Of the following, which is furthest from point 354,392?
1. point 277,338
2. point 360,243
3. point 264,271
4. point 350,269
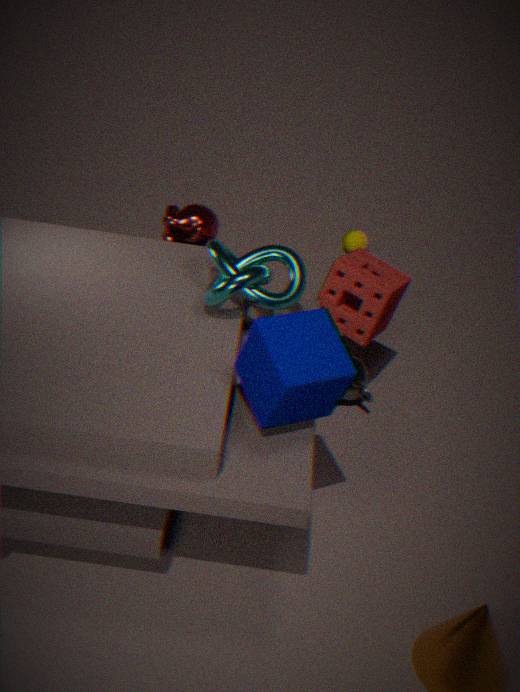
point 360,243
